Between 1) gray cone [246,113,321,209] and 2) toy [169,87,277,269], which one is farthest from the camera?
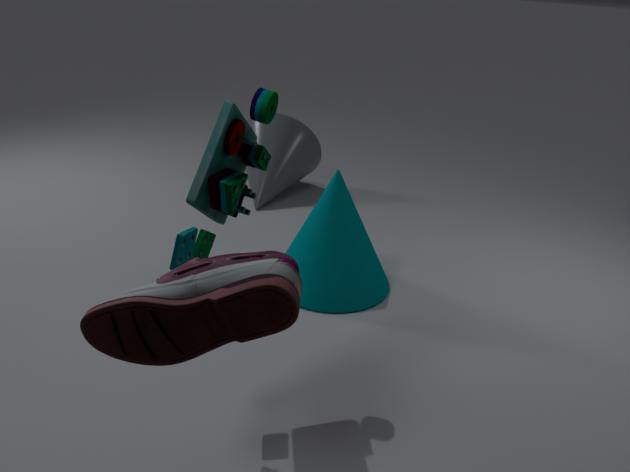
1. gray cone [246,113,321,209]
